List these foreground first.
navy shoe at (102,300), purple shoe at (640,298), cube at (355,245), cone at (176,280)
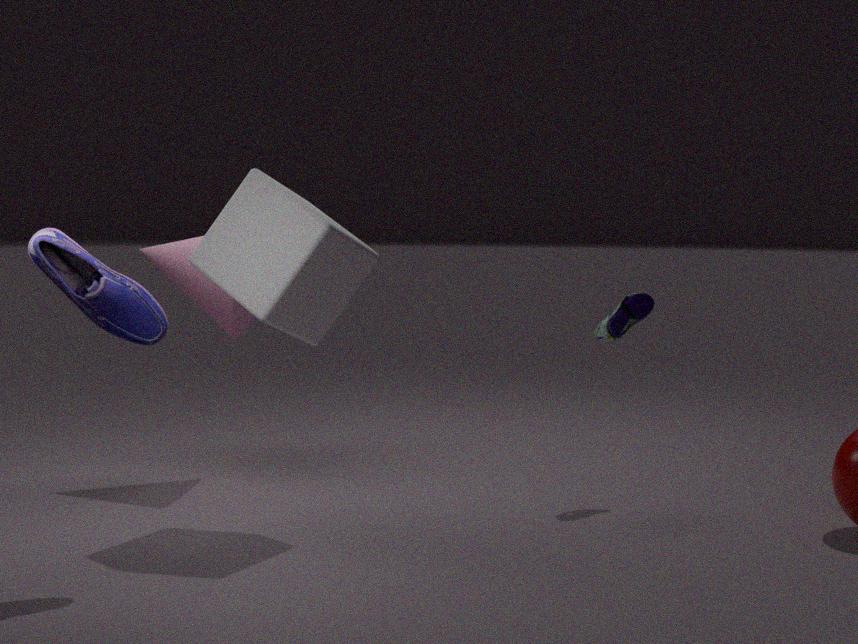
1. navy shoe at (102,300)
2. cube at (355,245)
3. purple shoe at (640,298)
4. cone at (176,280)
